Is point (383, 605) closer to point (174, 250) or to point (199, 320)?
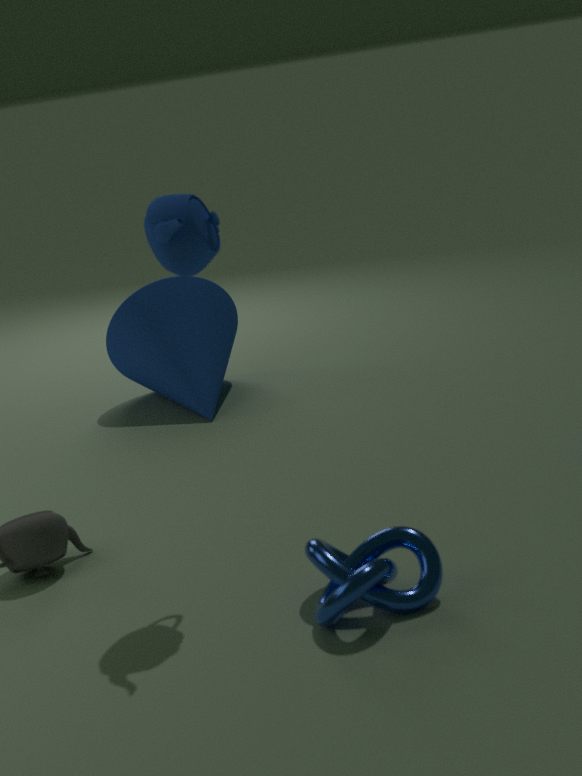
point (174, 250)
